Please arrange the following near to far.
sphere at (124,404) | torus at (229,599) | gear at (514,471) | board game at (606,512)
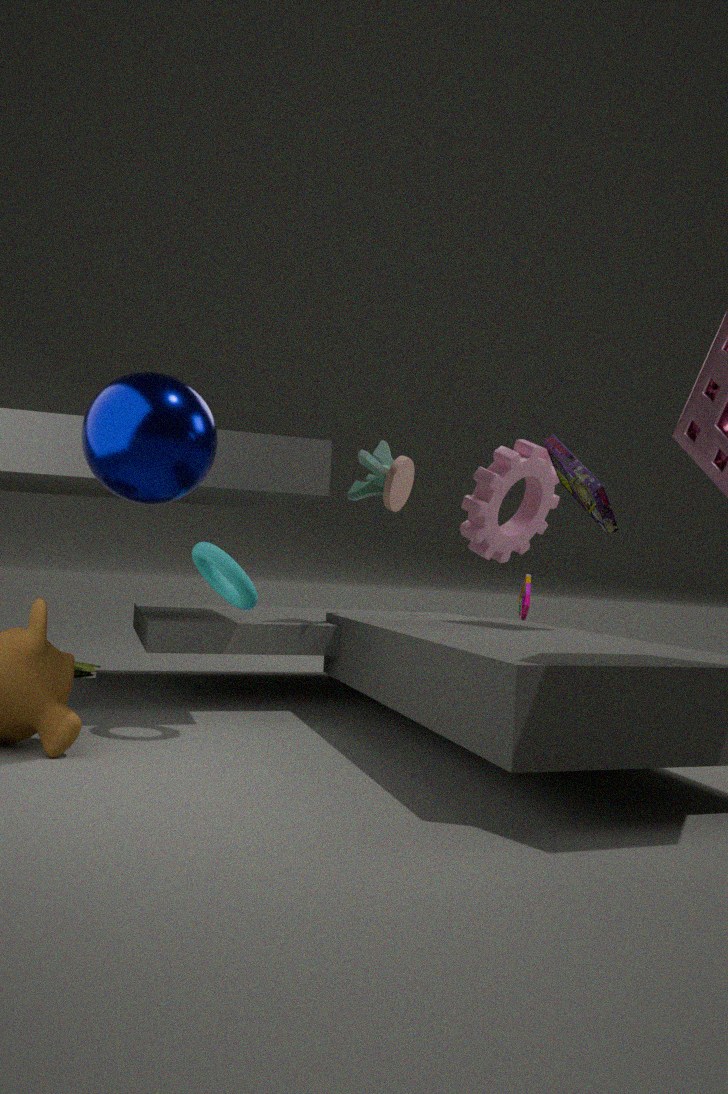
sphere at (124,404)
torus at (229,599)
board game at (606,512)
gear at (514,471)
